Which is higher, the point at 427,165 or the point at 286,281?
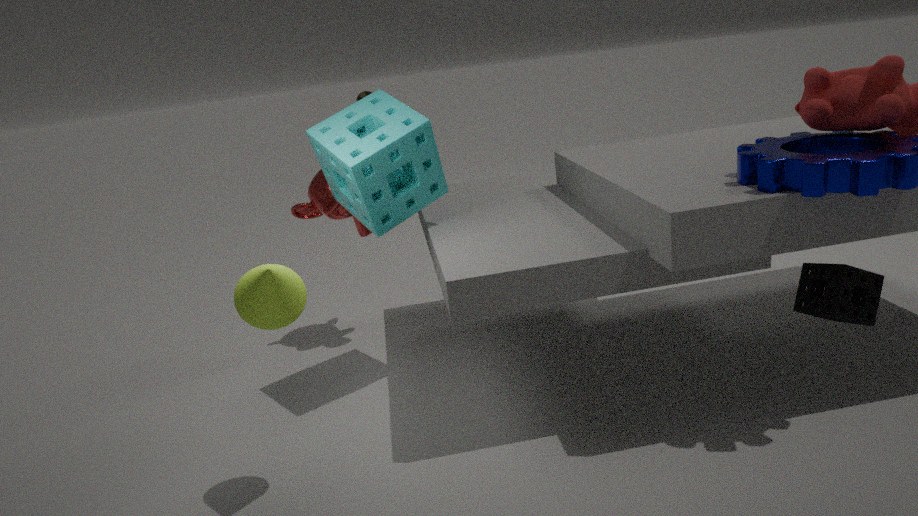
the point at 427,165
